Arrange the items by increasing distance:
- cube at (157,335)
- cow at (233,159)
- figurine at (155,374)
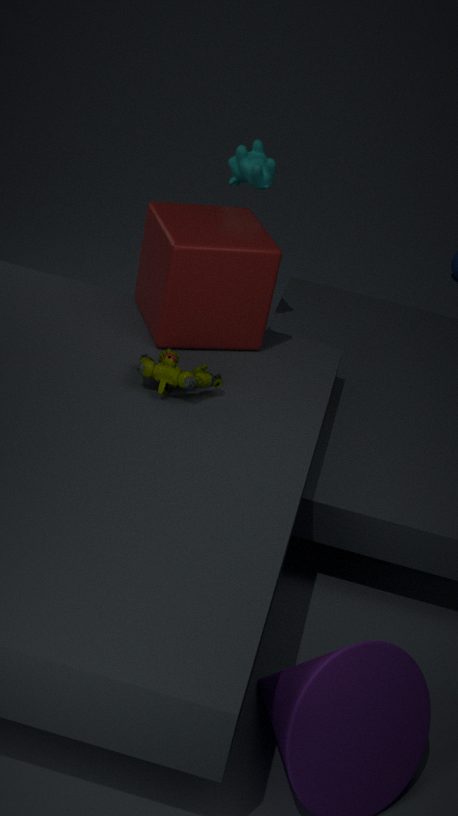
figurine at (155,374)
cube at (157,335)
cow at (233,159)
